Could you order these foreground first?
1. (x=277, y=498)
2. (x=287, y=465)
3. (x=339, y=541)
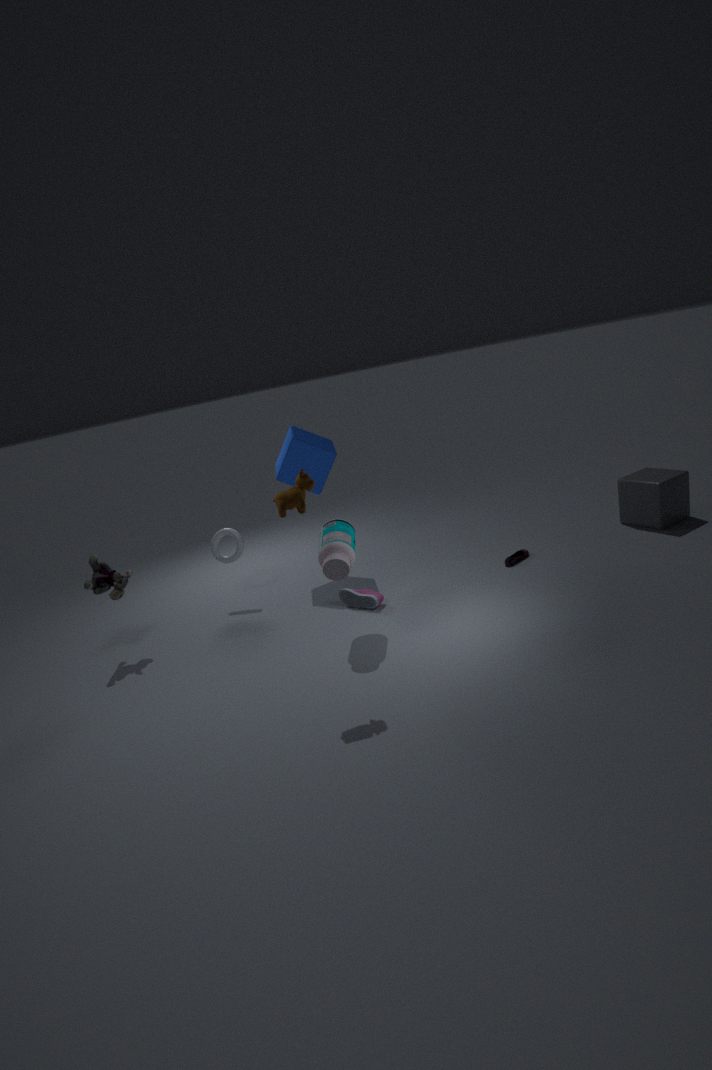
(x=277, y=498)
(x=339, y=541)
(x=287, y=465)
